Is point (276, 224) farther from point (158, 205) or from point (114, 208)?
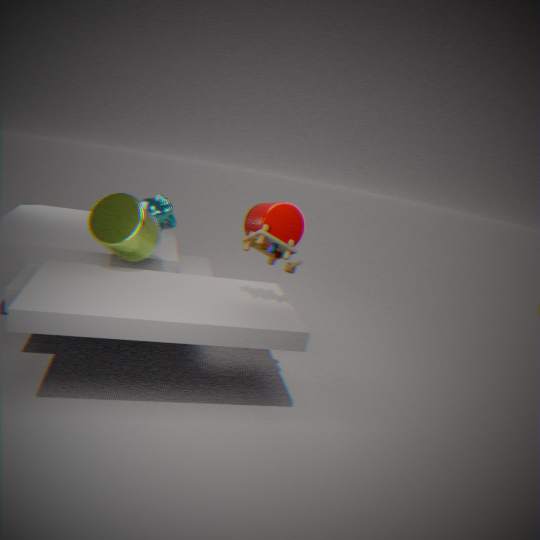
point (158, 205)
